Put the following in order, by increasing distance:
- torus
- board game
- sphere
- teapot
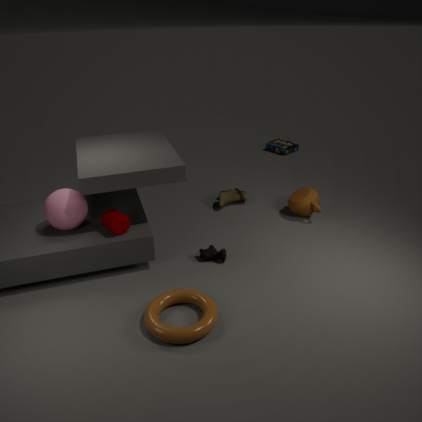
1. torus
2. sphere
3. teapot
4. board game
